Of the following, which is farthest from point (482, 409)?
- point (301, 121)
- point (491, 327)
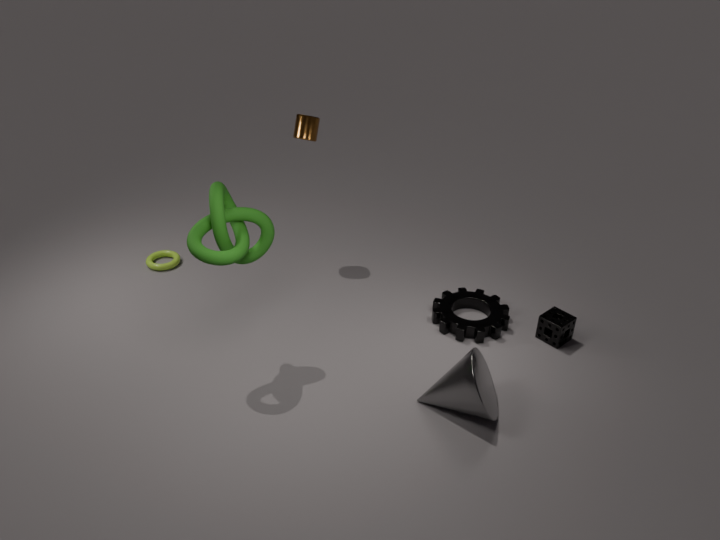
point (301, 121)
